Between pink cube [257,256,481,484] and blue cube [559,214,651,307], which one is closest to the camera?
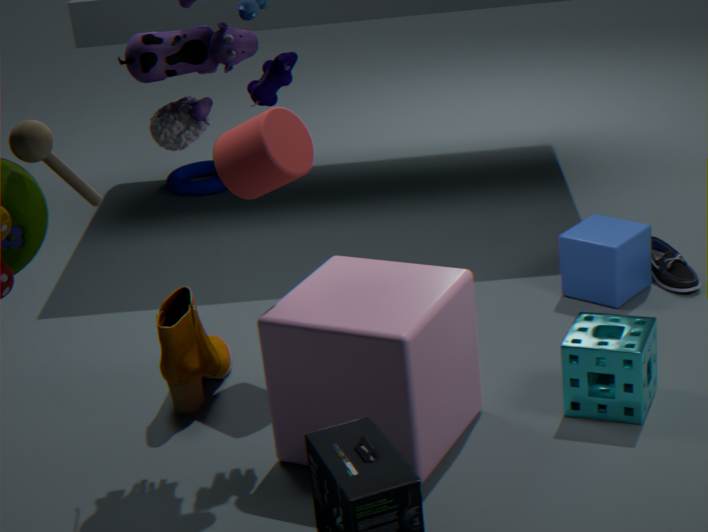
pink cube [257,256,481,484]
